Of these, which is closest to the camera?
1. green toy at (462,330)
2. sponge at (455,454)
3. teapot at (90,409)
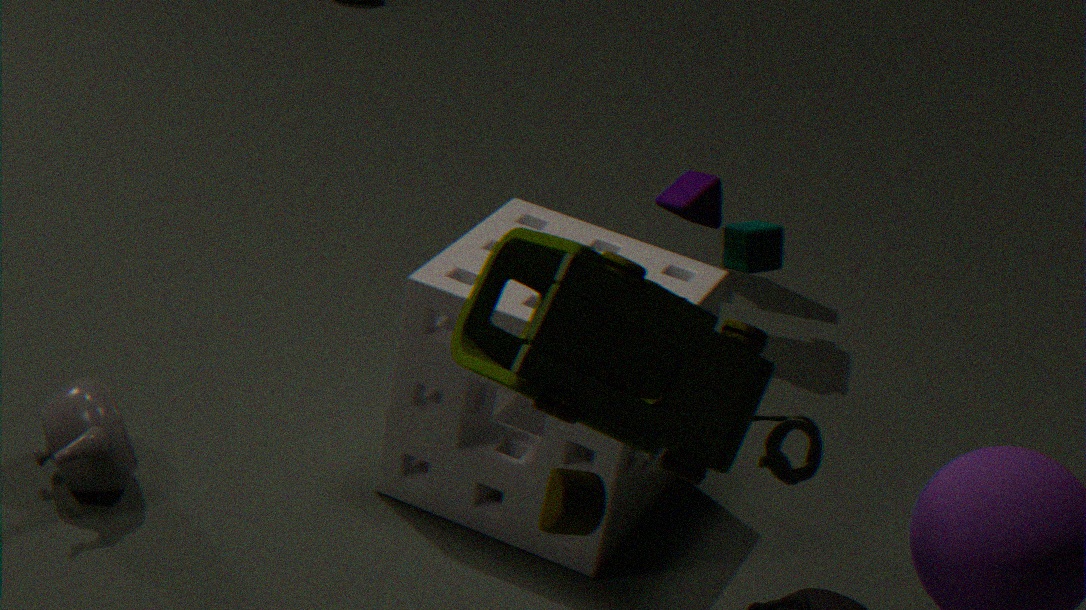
green toy at (462,330)
